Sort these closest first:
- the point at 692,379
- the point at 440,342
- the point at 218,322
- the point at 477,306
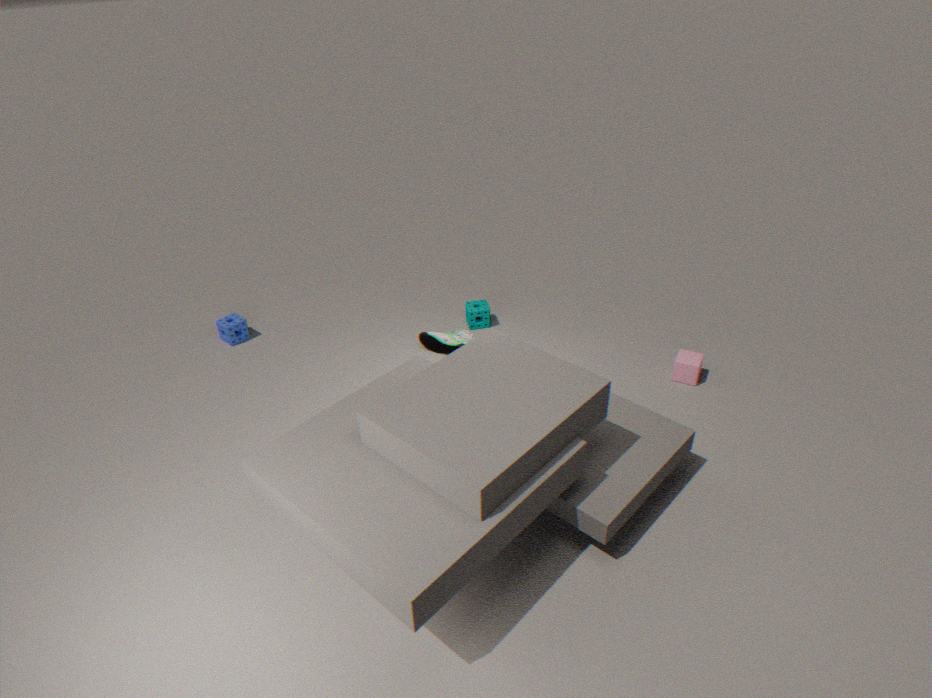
the point at 692,379
the point at 440,342
the point at 218,322
the point at 477,306
